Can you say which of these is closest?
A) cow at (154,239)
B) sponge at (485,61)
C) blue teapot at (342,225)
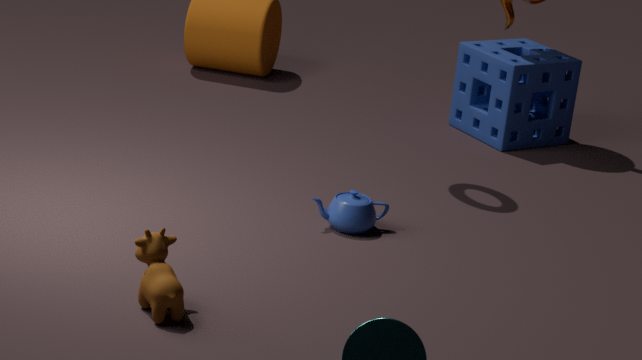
cow at (154,239)
